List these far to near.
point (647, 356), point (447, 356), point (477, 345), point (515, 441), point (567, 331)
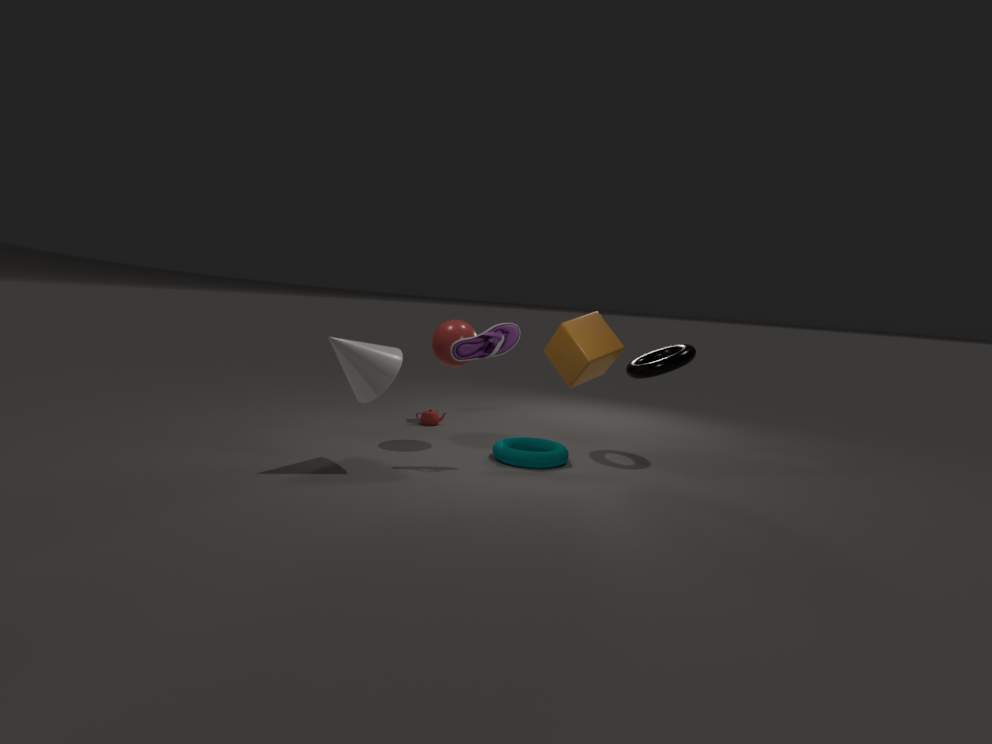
point (647, 356), point (447, 356), point (515, 441), point (567, 331), point (477, 345)
